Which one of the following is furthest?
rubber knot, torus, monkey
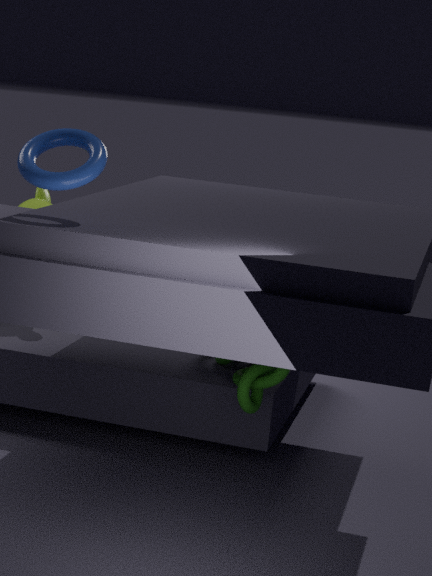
monkey
